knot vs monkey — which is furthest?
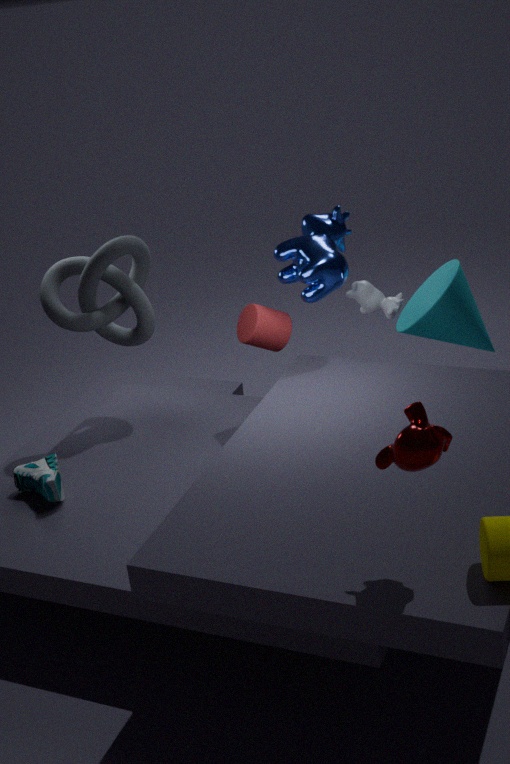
knot
